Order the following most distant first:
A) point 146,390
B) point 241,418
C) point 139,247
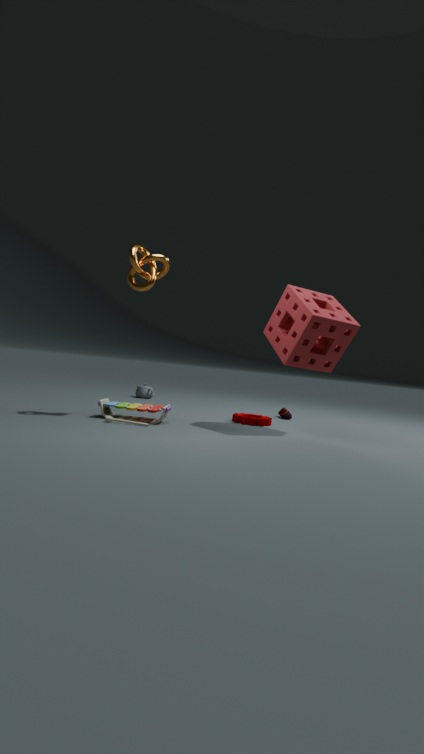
point 146,390, point 241,418, point 139,247
